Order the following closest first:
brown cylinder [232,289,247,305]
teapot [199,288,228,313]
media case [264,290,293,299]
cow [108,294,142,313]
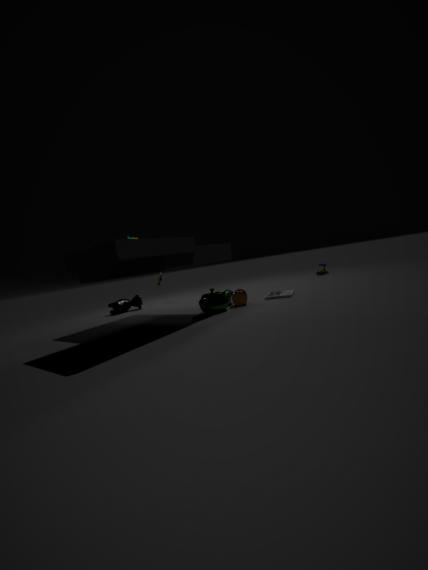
teapot [199,288,228,313] → brown cylinder [232,289,247,305] → media case [264,290,293,299] → cow [108,294,142,313]
